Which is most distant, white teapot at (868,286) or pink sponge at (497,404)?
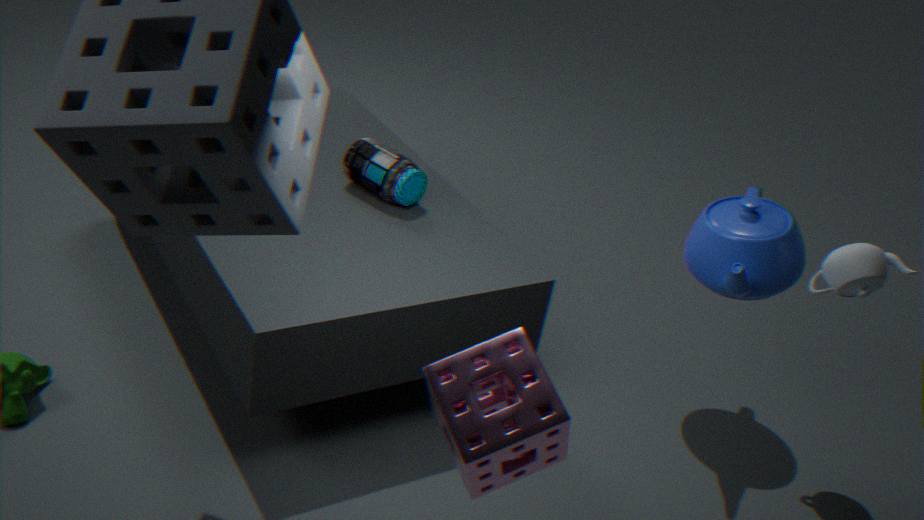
white teapot at (868,286)
